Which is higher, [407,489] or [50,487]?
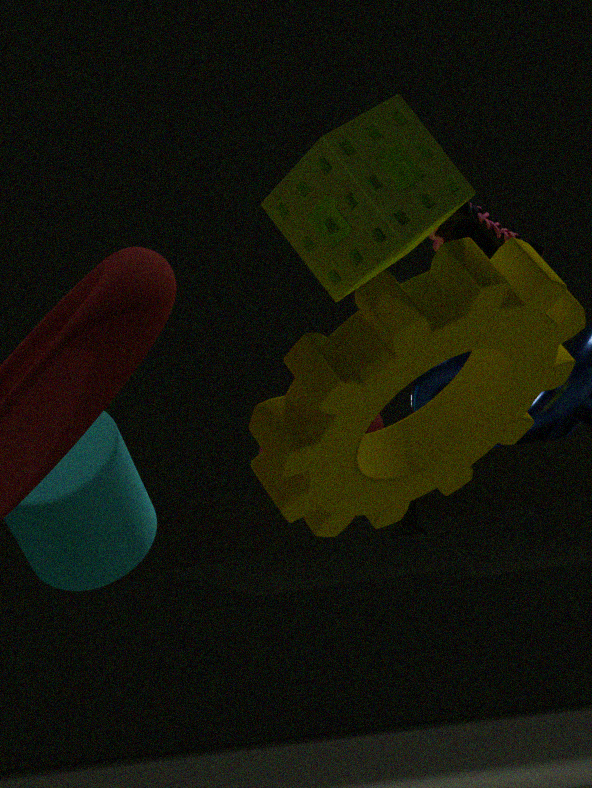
[50,487]
